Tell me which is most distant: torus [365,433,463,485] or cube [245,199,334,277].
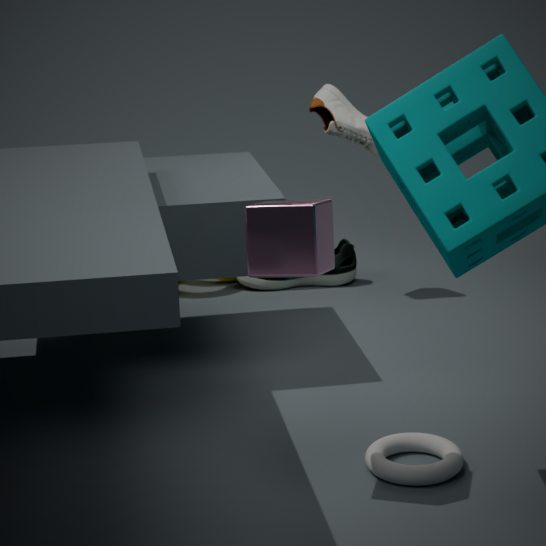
torus [365,433,463,485]
